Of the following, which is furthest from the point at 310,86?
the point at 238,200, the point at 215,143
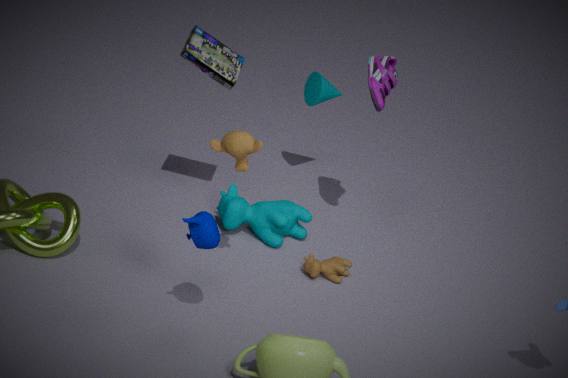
the point at 215,143
